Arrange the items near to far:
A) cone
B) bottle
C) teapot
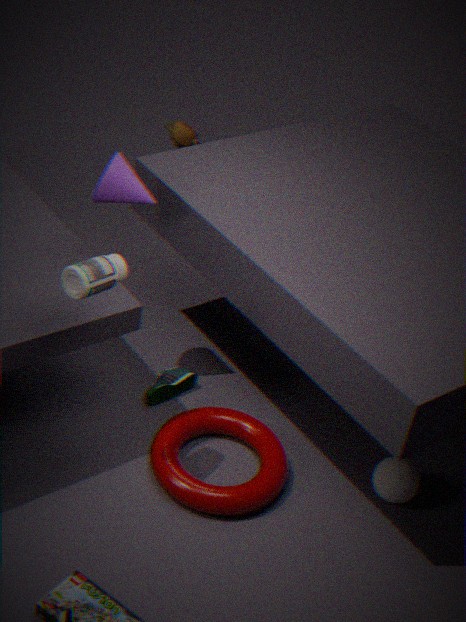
bottle
cone
teapot
